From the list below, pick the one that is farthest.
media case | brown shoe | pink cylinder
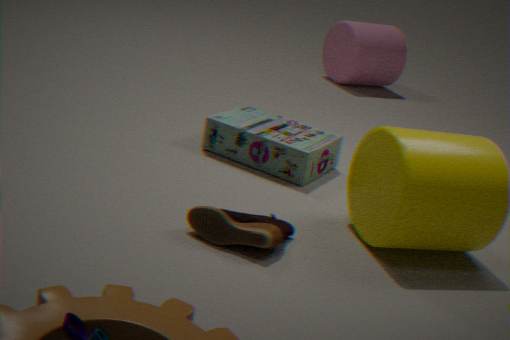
pink cylinder
